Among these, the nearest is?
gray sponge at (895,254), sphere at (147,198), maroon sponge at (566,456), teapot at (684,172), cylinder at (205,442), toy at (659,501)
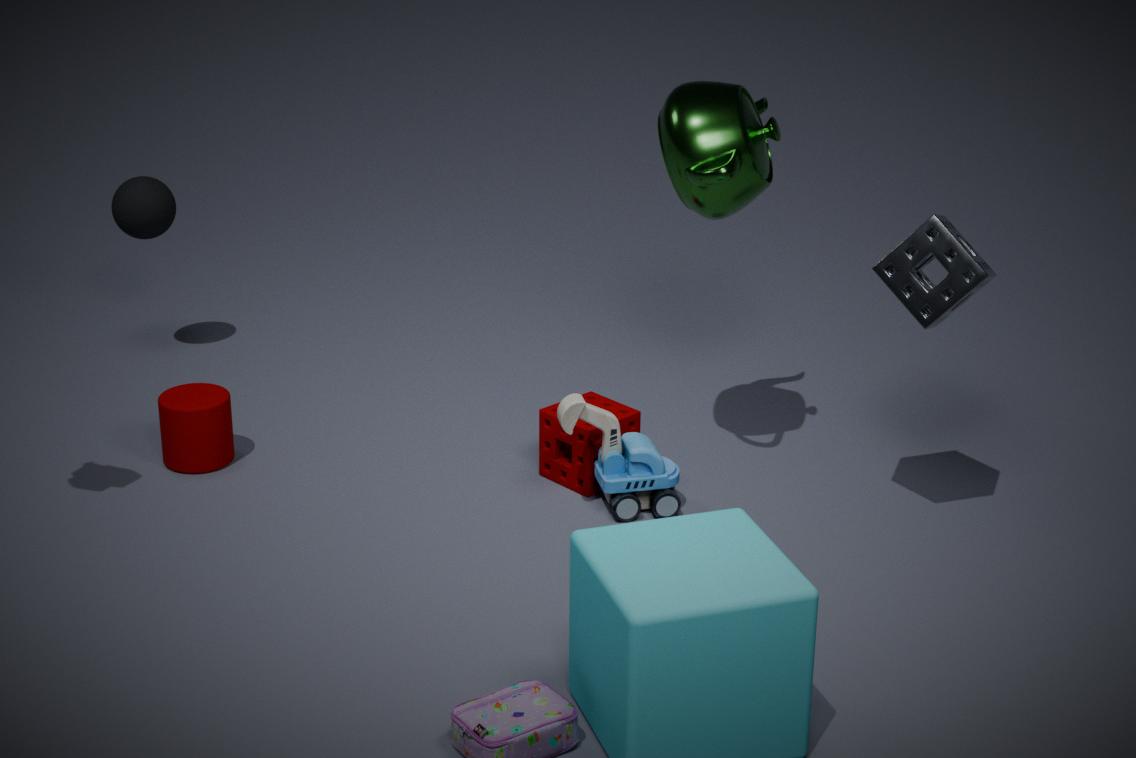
gray sponge at (895,254)
